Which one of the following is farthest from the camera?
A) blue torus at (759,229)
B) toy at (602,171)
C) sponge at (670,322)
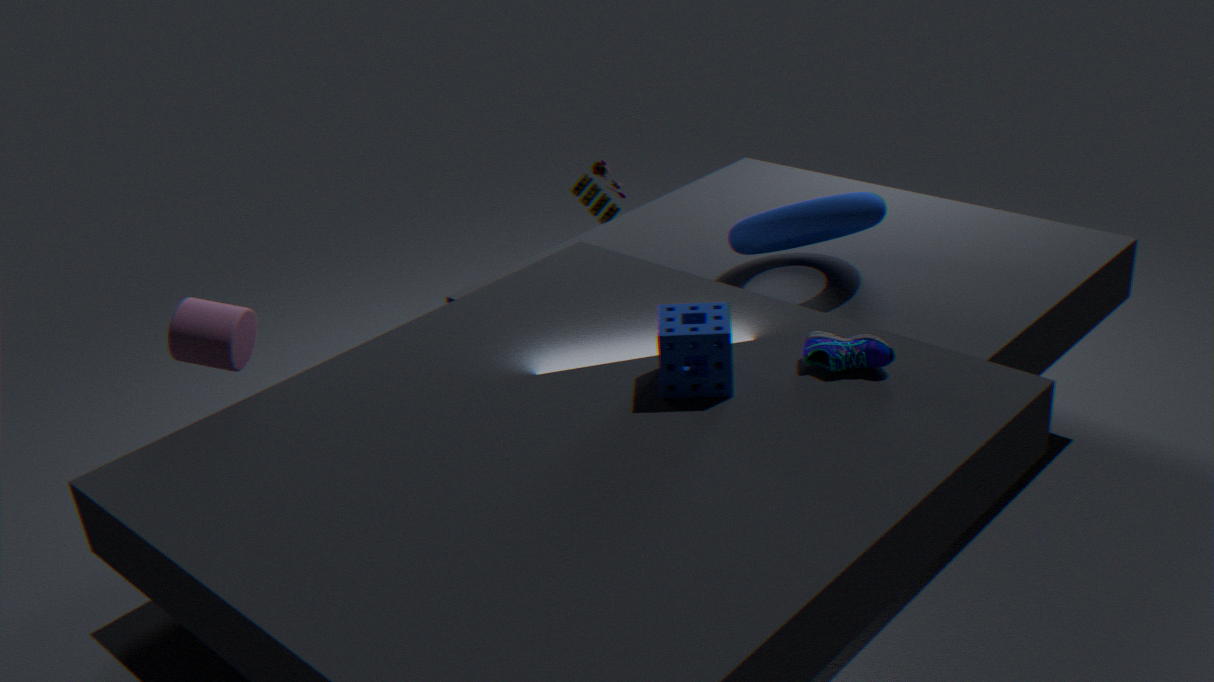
toy at (602,171)
